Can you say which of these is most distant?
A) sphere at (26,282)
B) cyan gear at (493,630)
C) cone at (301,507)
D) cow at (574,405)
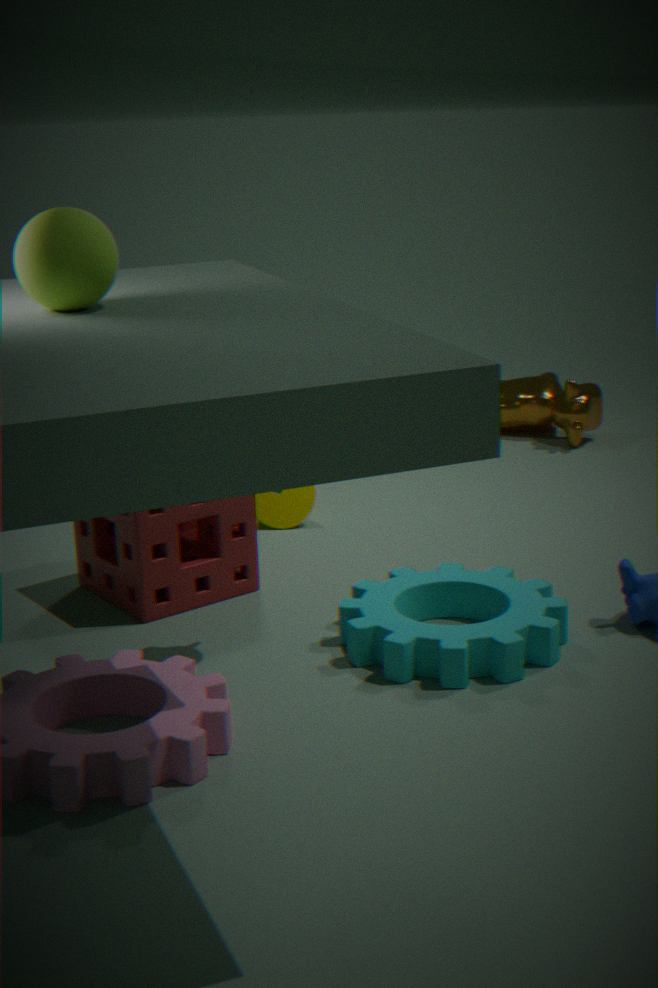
cow at (574,405)
